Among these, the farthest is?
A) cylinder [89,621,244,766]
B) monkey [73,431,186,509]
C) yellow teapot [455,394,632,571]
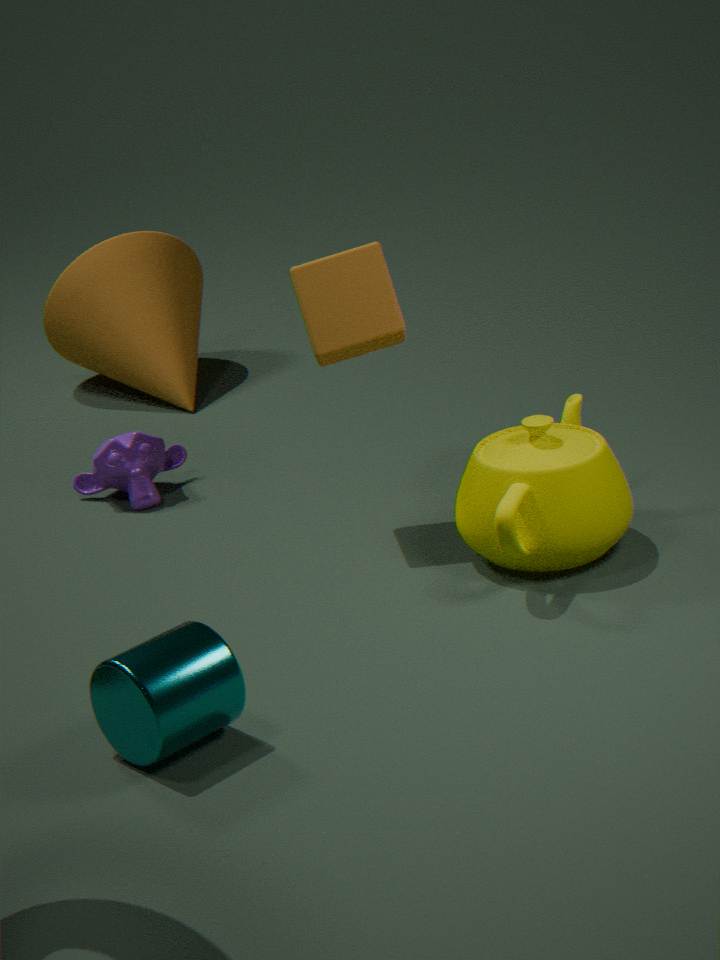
monkey [73,431,186,509]
